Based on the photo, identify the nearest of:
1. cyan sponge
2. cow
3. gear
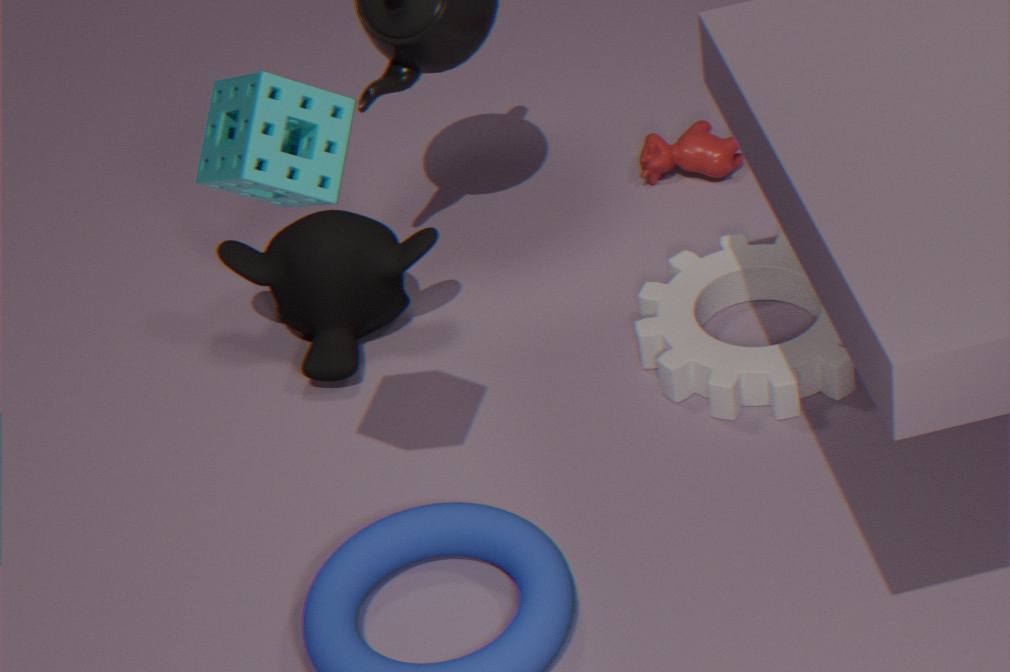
cyan sponge
